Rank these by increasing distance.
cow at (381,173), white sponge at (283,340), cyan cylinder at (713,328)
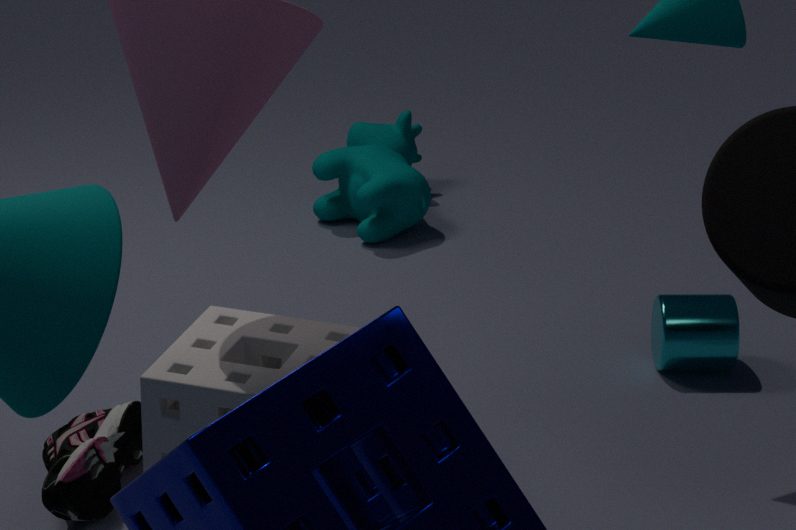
1. white sponge at (283,340)
2. cyan cylinder at (713,328)
3. cow at (381,173)
